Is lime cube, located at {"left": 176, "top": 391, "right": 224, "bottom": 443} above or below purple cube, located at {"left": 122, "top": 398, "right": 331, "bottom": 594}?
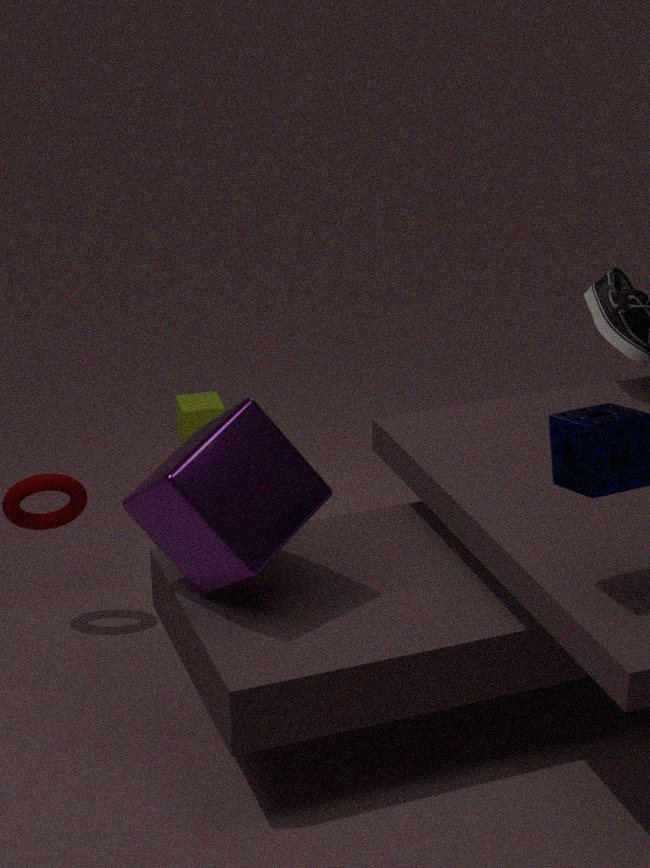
below
